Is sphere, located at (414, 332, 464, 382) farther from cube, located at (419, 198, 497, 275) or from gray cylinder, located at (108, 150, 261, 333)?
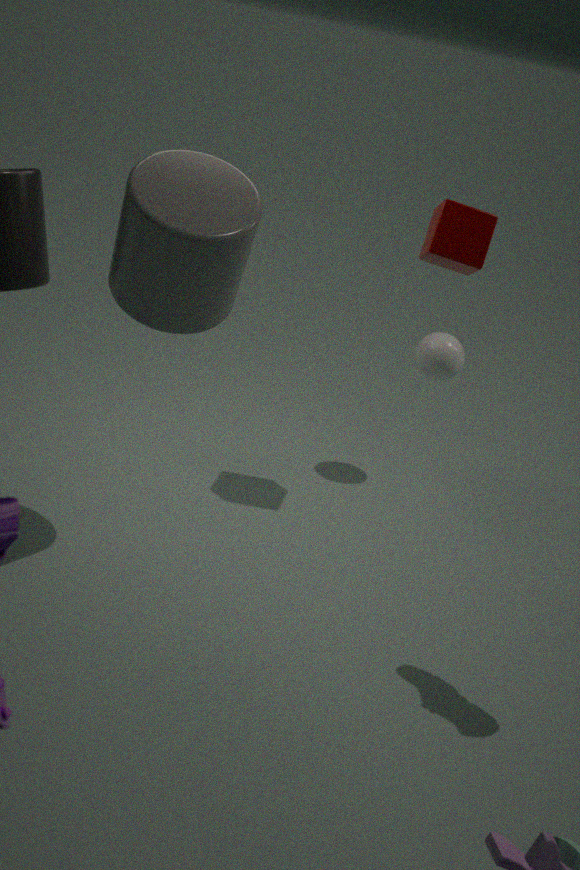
gray cylinder, located at (108, 150, 261, 333)
